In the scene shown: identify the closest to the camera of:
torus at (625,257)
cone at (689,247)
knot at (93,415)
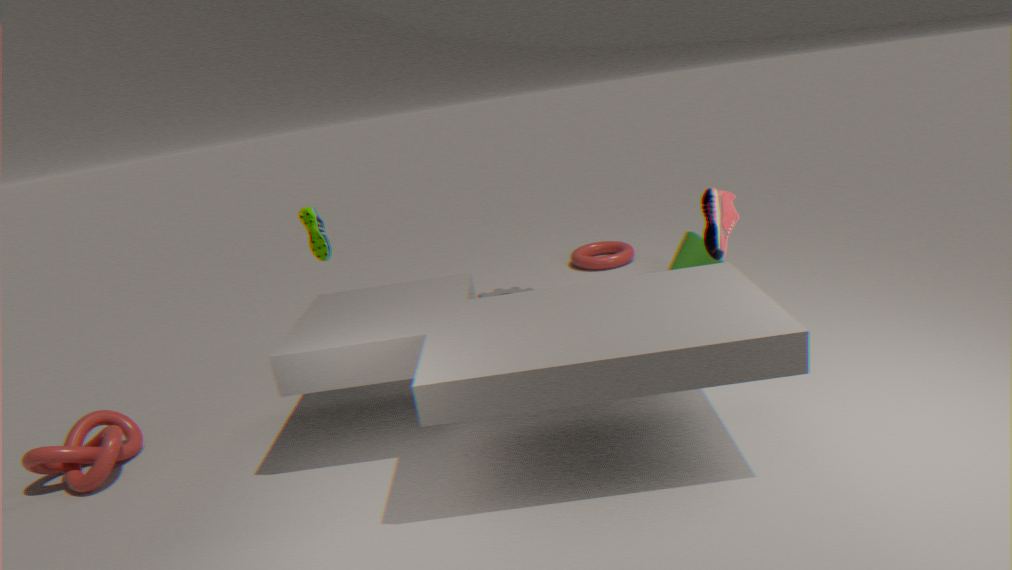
knot at (93,415)
